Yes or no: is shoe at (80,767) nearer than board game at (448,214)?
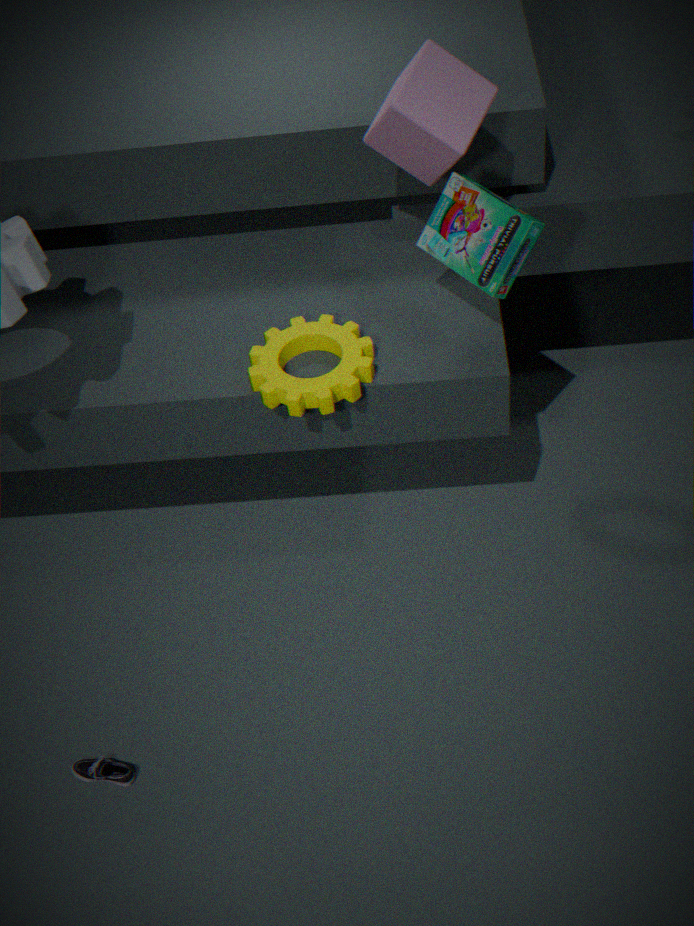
No
